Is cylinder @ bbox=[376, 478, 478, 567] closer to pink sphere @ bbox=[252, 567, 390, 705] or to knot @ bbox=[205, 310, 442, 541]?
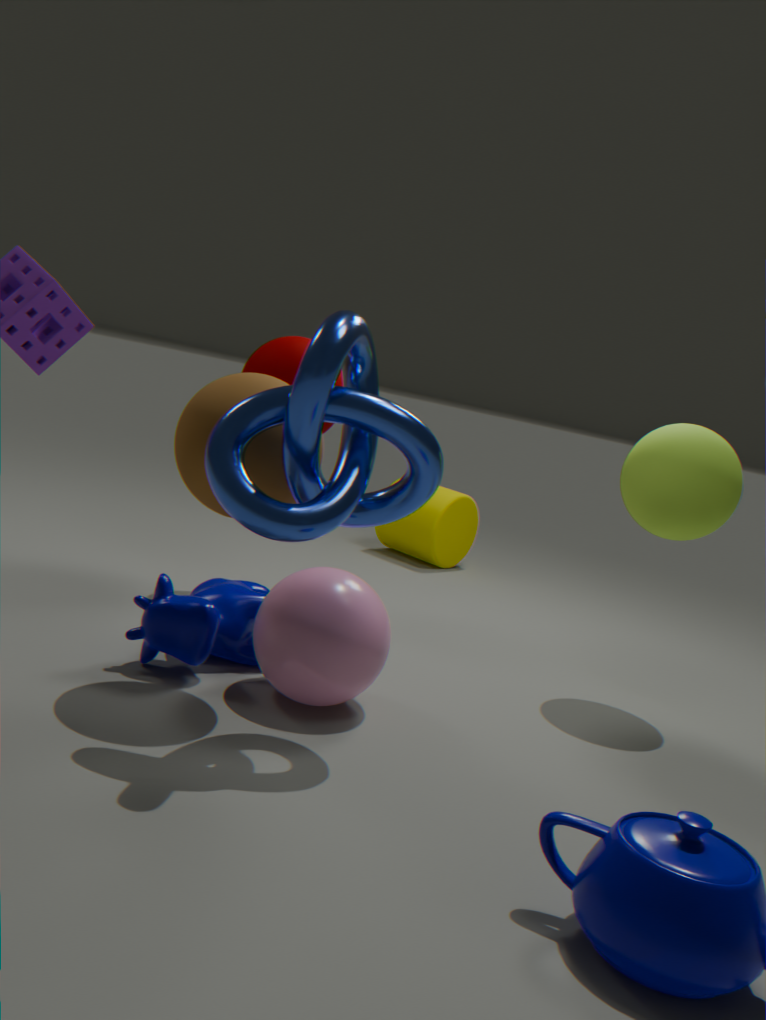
pink sphere @ bbox=[252, 567, 390, 705]
